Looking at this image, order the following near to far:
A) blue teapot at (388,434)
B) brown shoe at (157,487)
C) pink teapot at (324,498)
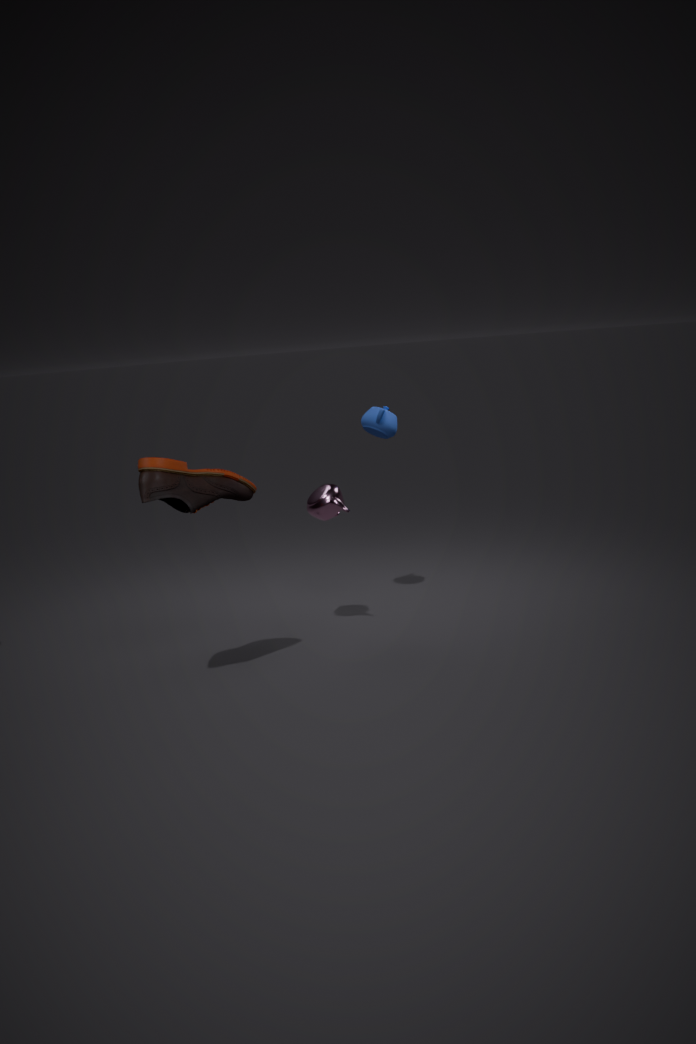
brown shoe at (157,487), pink teapot at (324,498), blue teapot at (388,434)
